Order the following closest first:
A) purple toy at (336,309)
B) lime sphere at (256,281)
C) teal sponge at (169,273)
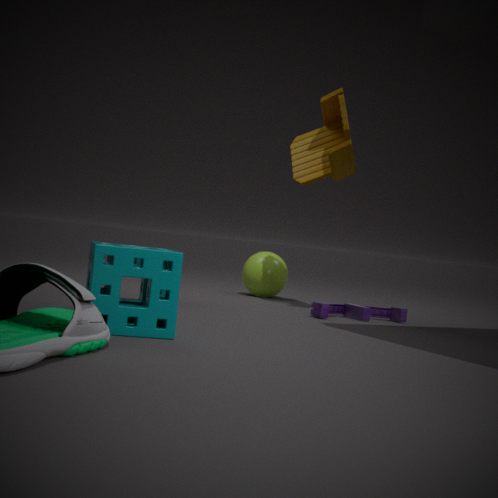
teal sponge at (169,273) < purple toy at (336,309) < lime sphere at (256,281)
